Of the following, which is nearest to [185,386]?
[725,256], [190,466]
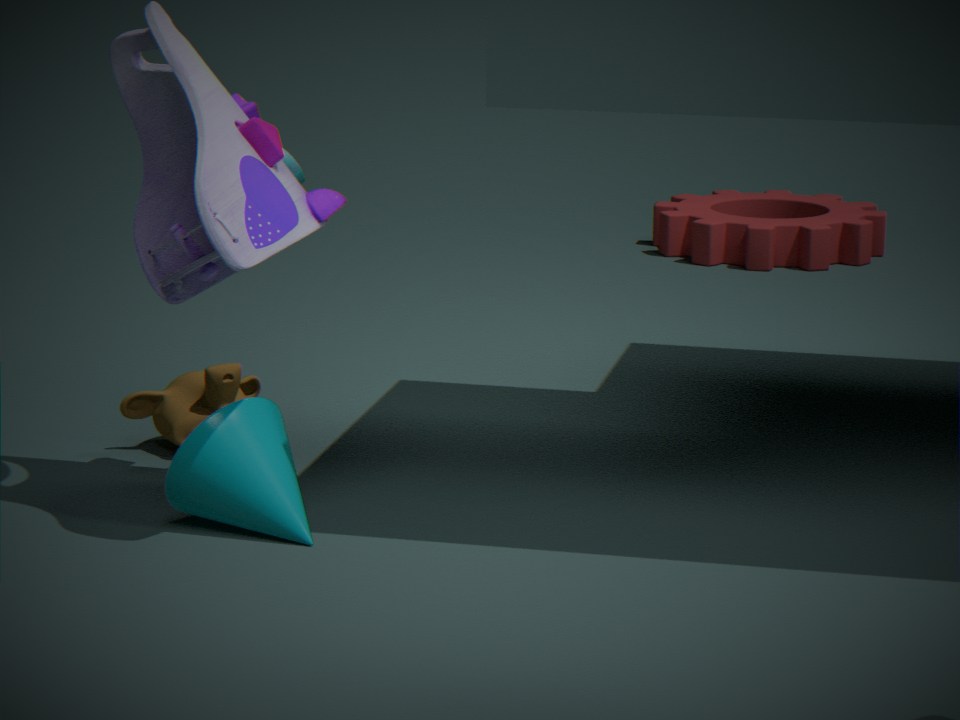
[190,466]
